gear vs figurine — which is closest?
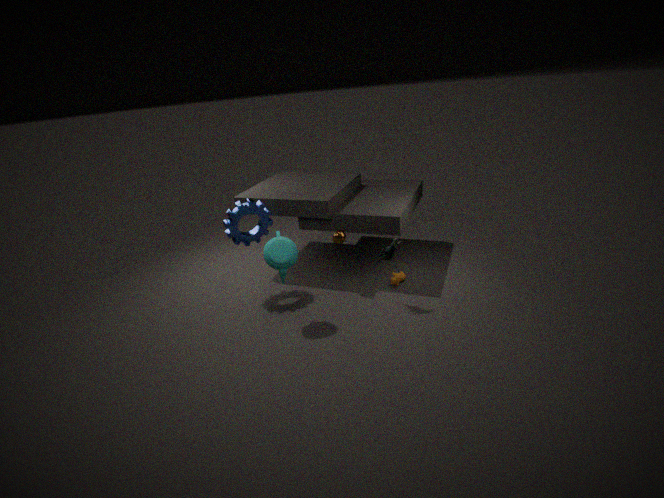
figurine
